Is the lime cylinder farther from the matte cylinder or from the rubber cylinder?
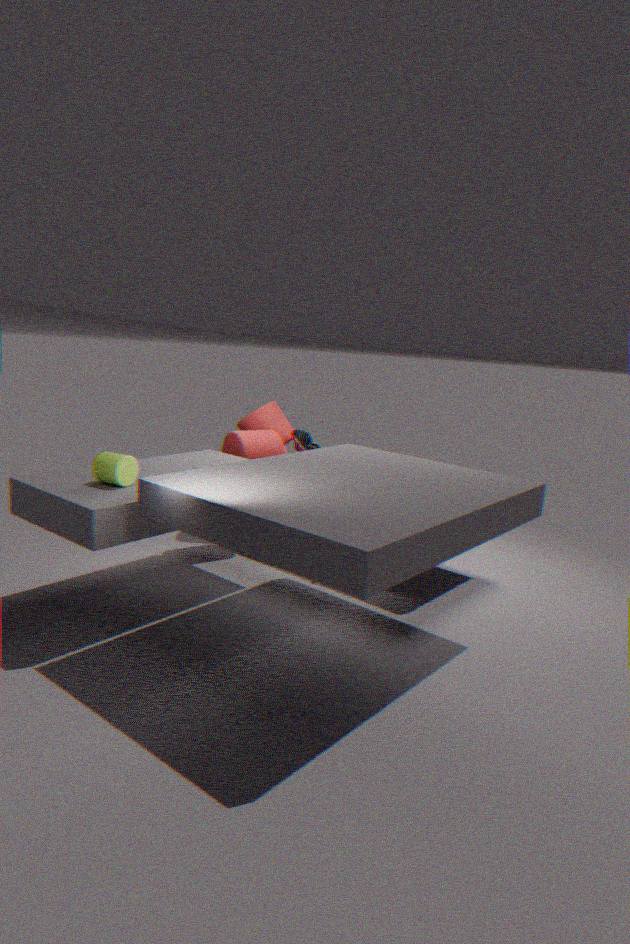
the rubber cylinder
